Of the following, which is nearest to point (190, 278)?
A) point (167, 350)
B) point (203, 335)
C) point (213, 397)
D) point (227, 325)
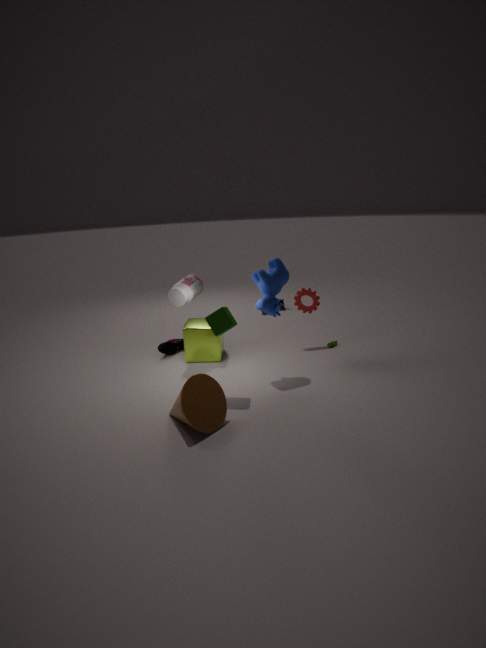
point (203, 335)
